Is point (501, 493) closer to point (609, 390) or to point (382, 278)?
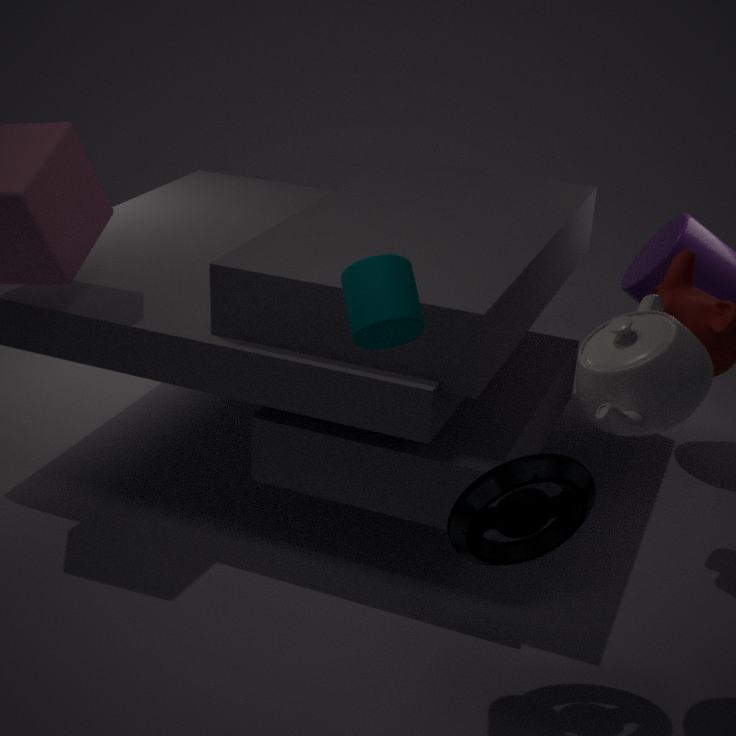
point (609, 390)
